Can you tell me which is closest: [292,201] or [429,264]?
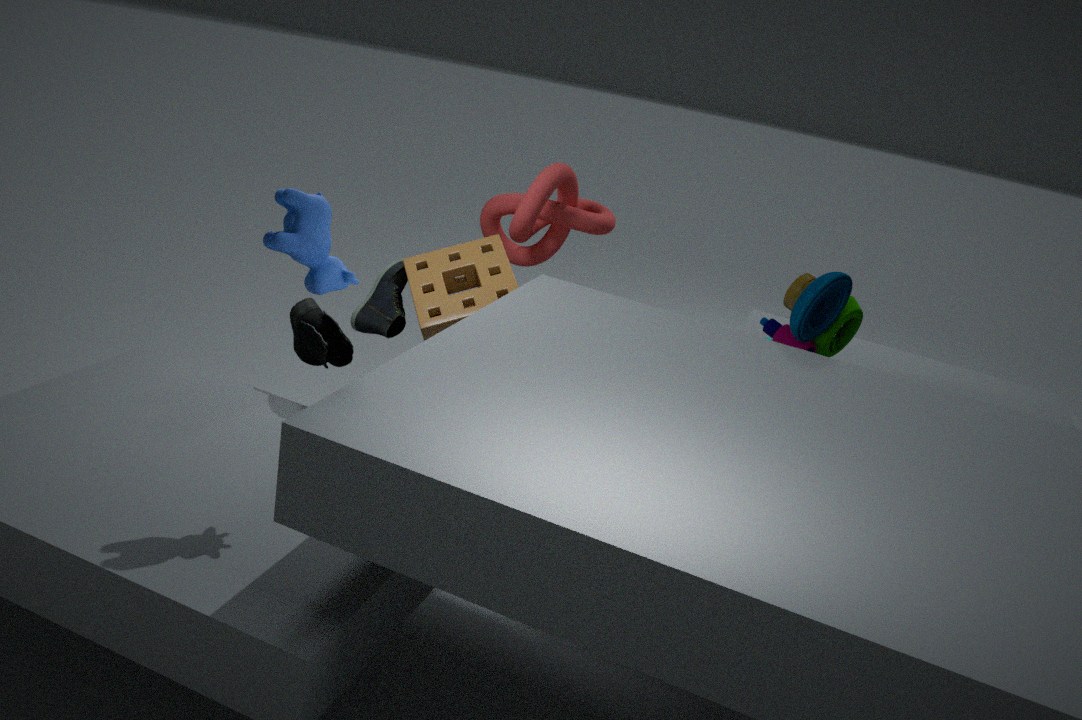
[292,201]
